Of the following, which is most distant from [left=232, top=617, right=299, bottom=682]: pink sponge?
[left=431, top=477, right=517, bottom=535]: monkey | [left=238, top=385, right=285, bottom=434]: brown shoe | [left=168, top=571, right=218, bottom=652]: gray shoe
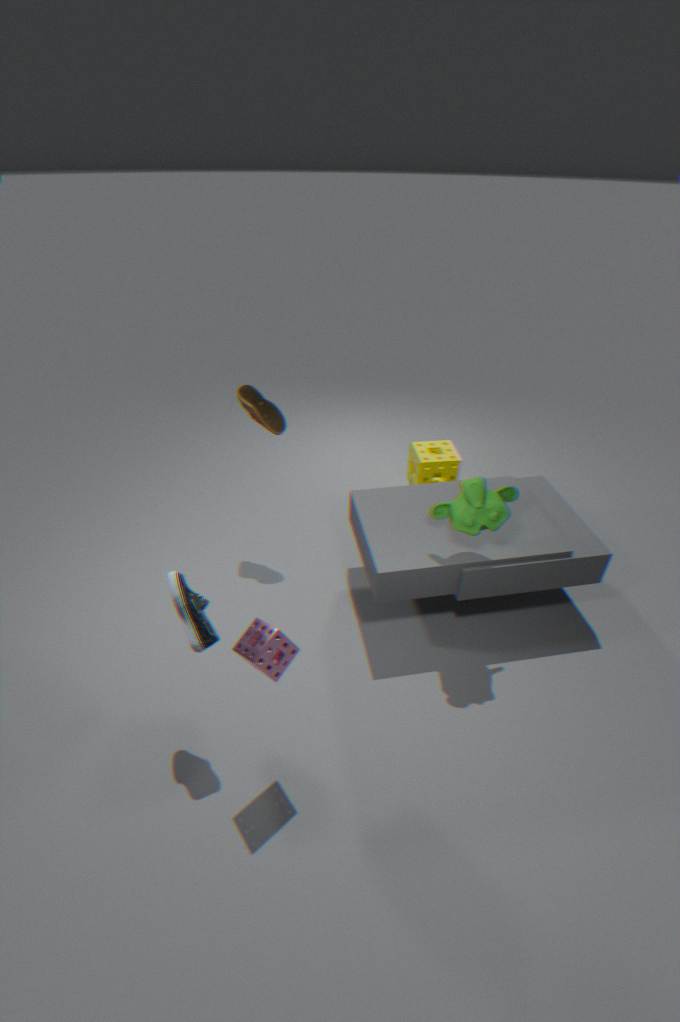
[left=238, top=385, right=285, bottom=434]: brown shoe
